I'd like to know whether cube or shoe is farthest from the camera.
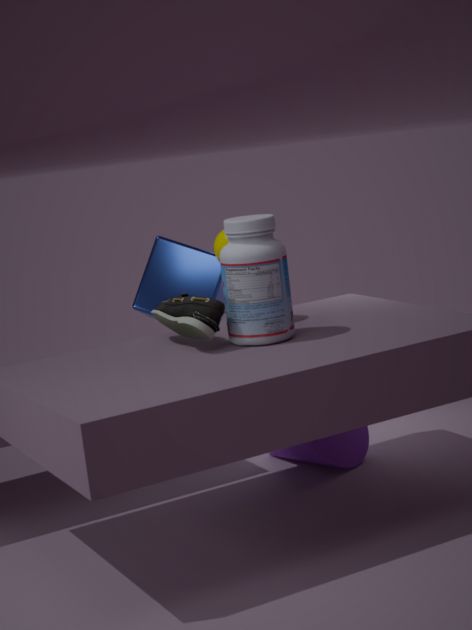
cube
